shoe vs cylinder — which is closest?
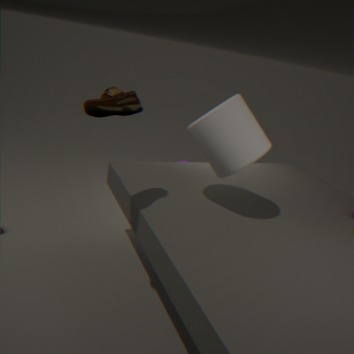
shoe
